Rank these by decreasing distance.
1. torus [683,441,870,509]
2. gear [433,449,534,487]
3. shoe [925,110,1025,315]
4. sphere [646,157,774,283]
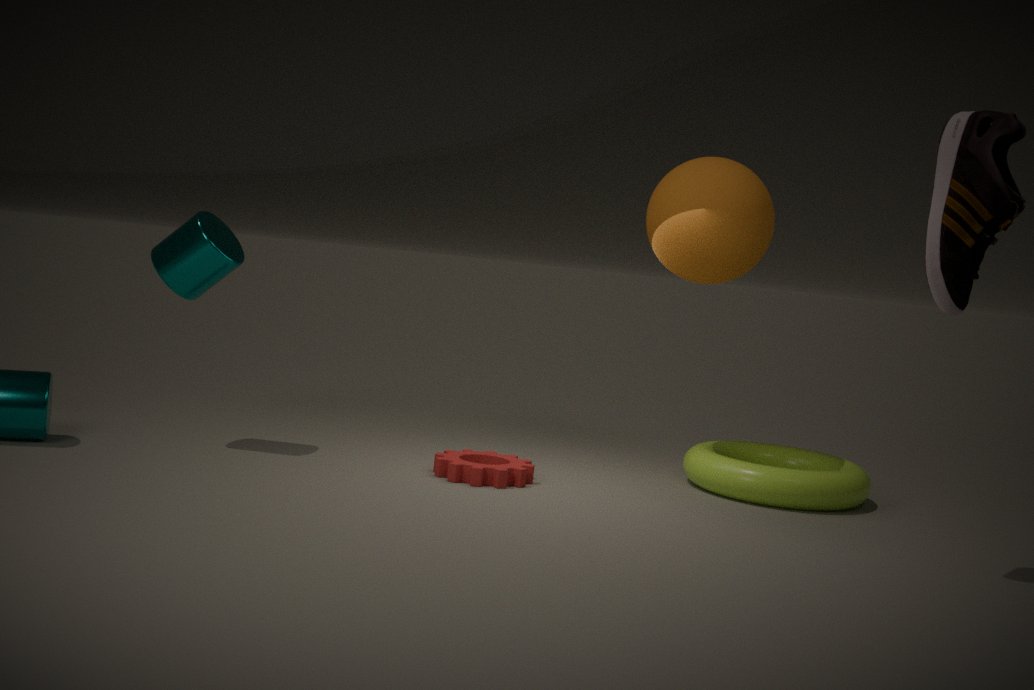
torus [683,441,870,509], sphere [646,157,774,283], gear [433,449,534,487], shoe [925,110,1025,315]
